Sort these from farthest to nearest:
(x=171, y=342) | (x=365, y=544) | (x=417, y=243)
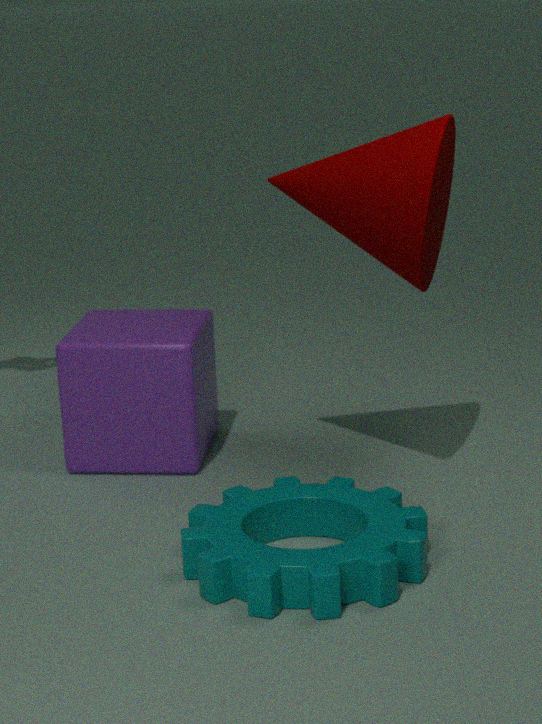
1. (x=171, y=342)
2. (x=417, y=243)
3. (x=365, y=544)
